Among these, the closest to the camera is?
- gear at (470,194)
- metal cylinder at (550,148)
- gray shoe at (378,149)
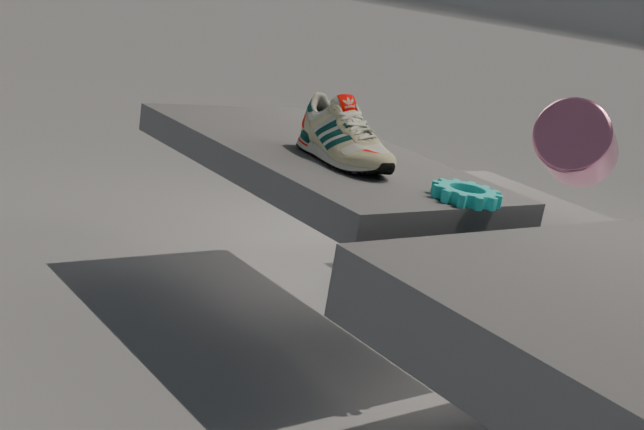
gear at (470,194)
